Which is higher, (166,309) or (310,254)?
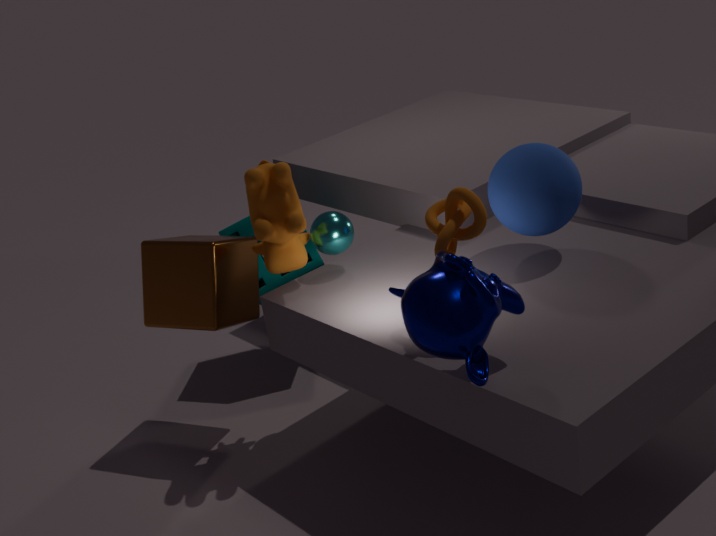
(166,309)
